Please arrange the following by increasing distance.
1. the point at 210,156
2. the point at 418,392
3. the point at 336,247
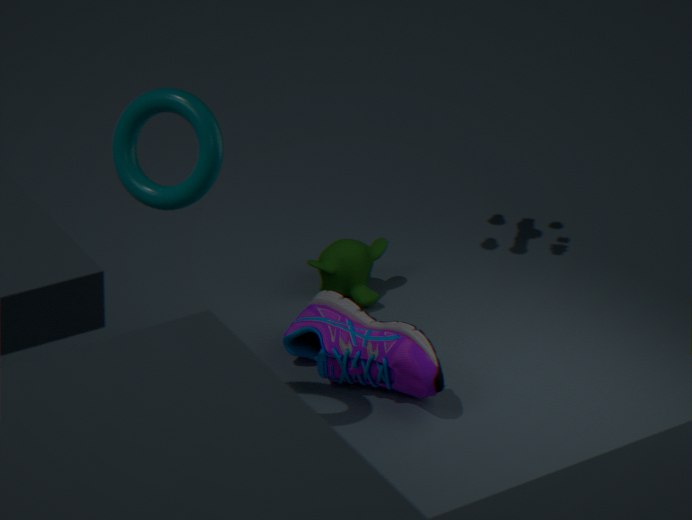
the point at 210,156 < the point at 418,392 < the point at 336,247
